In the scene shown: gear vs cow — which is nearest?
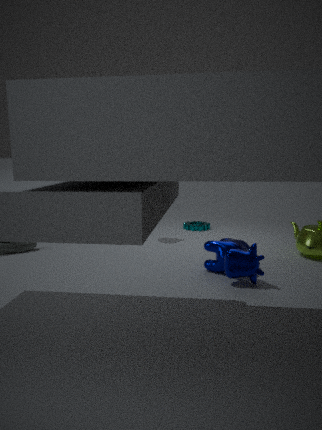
cow
